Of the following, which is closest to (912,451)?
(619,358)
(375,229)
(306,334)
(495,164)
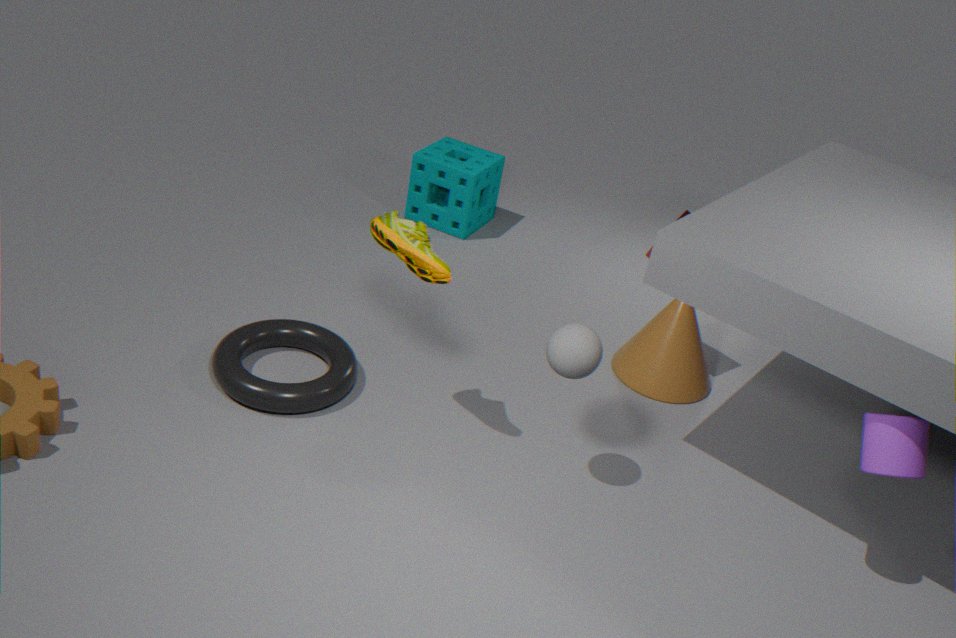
(619,358)
